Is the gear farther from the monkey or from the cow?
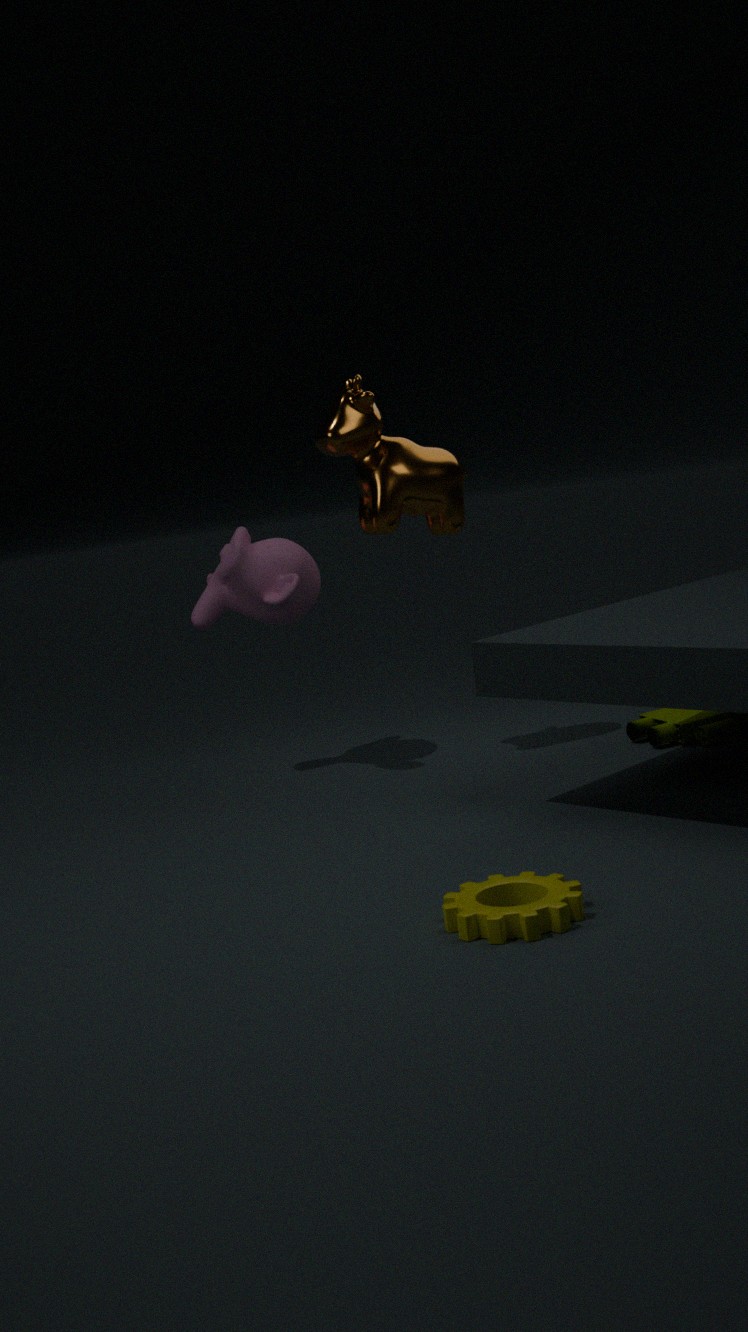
the cow
